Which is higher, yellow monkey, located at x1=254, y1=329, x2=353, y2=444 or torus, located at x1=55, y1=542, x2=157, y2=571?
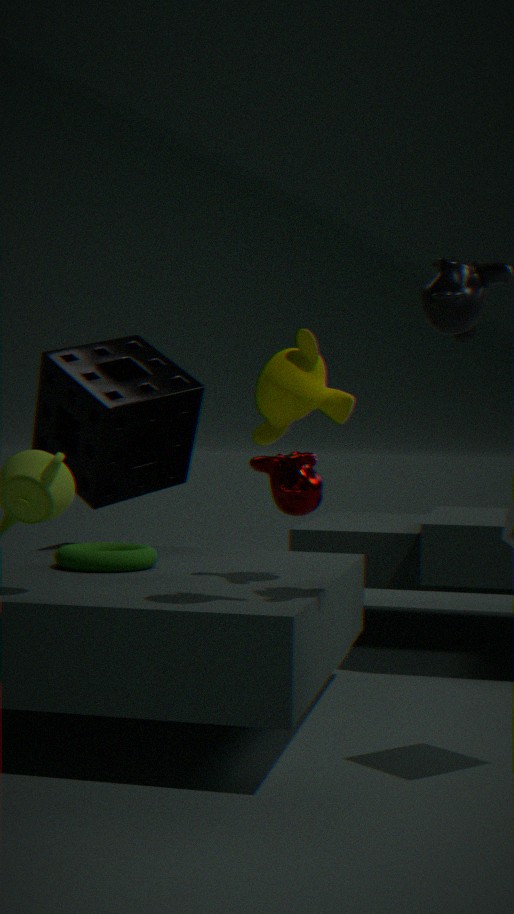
yellow monkey, located at x1=254, y1=329, x2=353, y2=444
